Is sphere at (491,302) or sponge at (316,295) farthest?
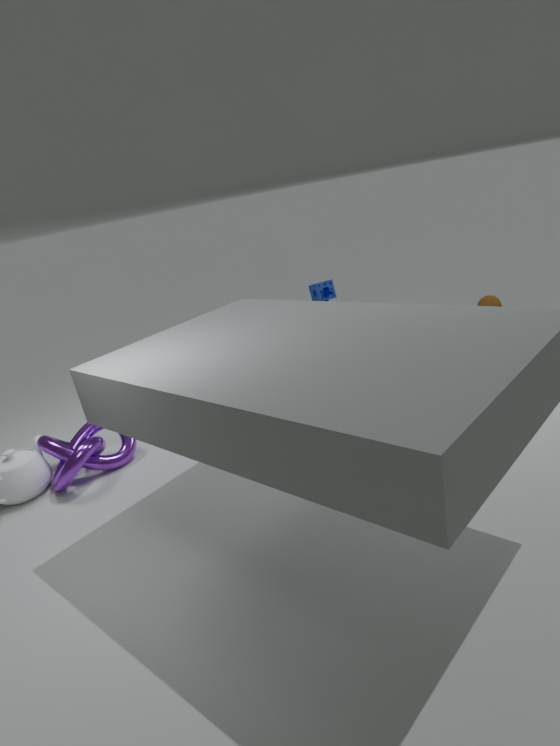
sponge at (316,295)
